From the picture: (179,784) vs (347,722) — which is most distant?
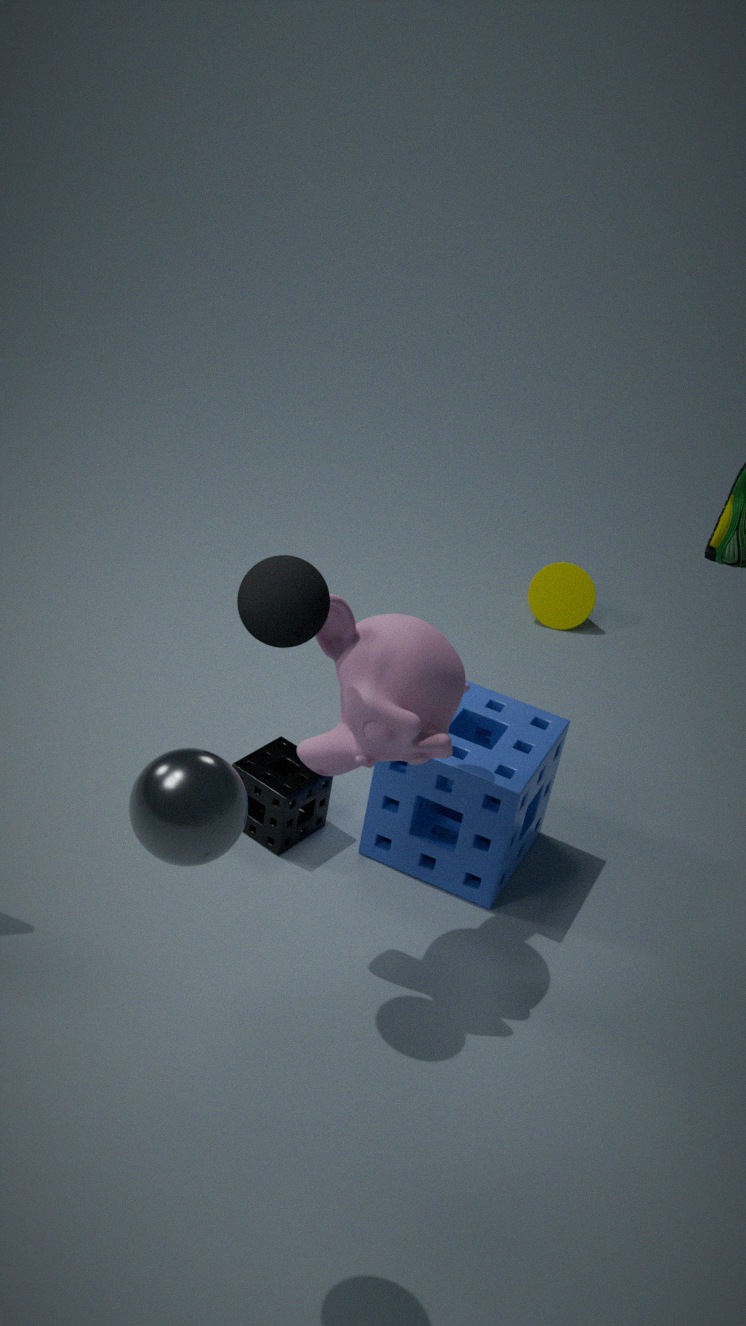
(347,722)
